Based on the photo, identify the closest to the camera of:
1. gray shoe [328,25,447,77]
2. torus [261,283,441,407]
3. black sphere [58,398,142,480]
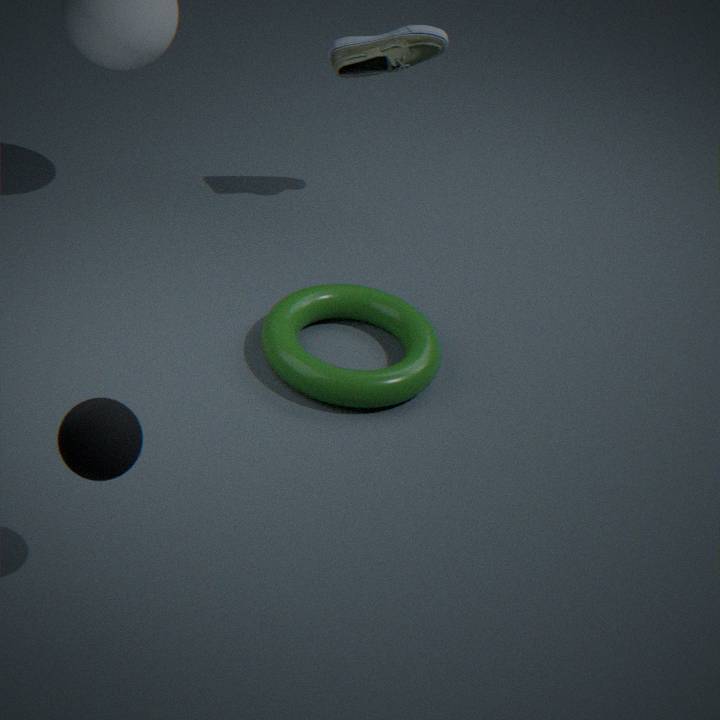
black sphere [58,398,142,480]
